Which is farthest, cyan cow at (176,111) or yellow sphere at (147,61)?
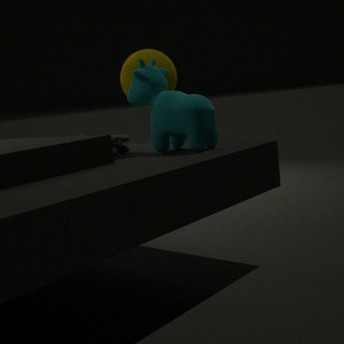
yellow sphere at (147,61)
